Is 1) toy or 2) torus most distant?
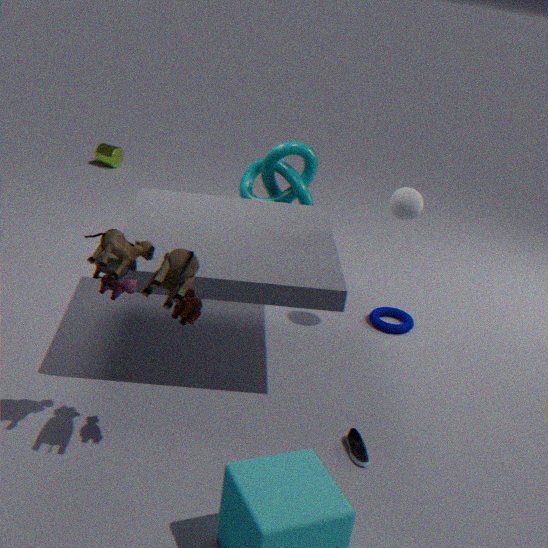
2. torus
